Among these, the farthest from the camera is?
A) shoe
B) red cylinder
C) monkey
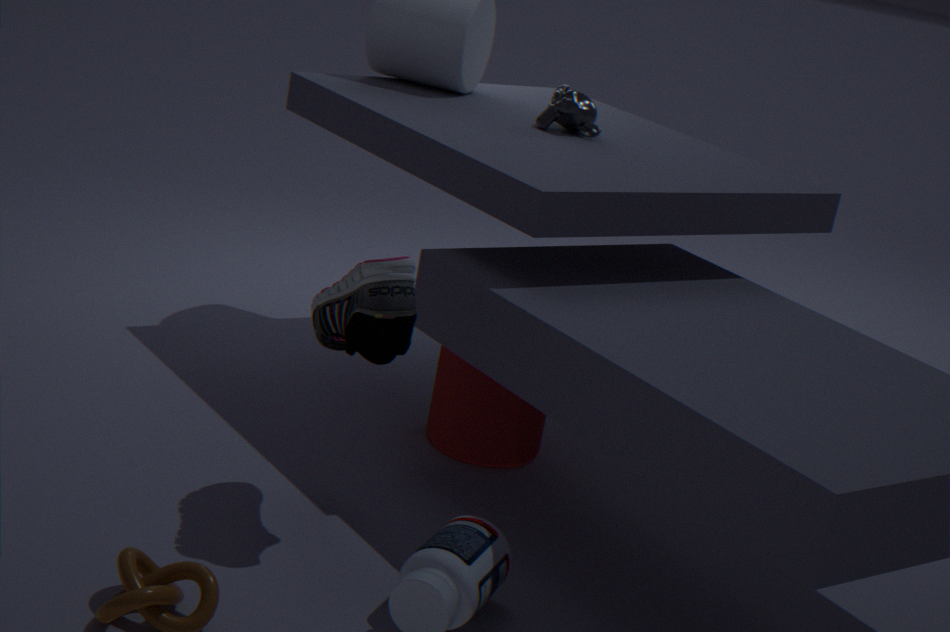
monkey
